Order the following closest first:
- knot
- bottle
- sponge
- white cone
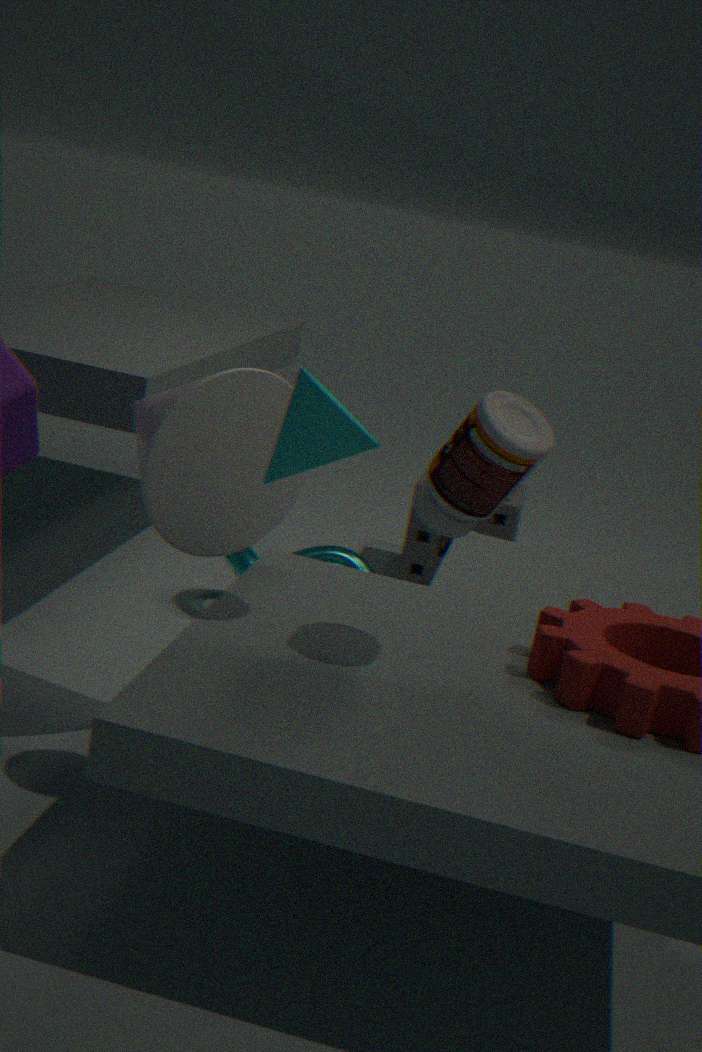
bottle
white cone
knot
sponge
